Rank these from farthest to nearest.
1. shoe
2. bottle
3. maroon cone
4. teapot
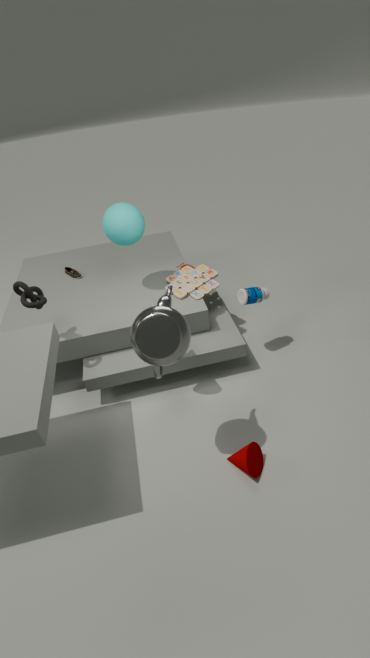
shoe → bottle → maroon cone → teapot
